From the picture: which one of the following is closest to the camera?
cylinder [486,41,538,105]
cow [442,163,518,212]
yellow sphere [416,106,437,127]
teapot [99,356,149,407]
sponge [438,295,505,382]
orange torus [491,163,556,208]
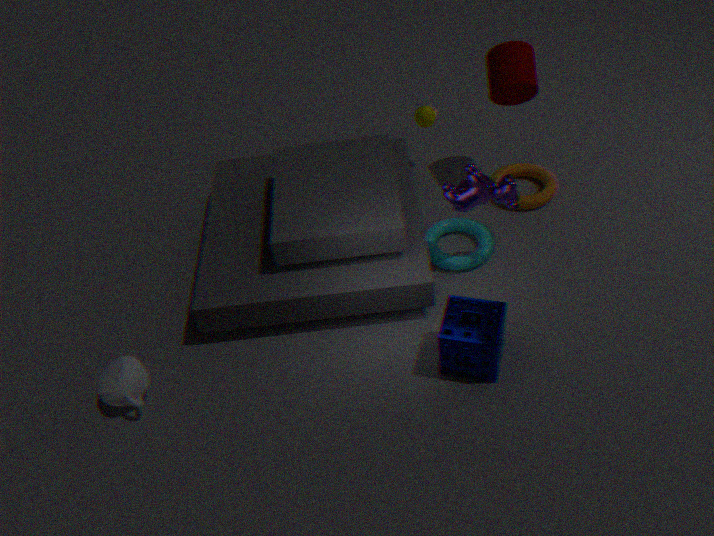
sponge [438,295,505,382]
